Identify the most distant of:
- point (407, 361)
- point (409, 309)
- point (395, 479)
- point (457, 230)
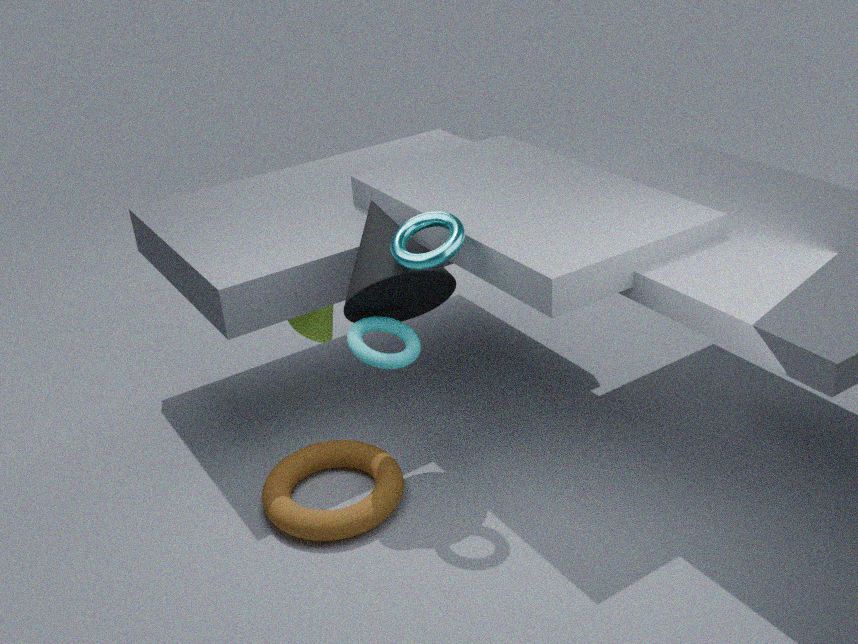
point (409, 309)
